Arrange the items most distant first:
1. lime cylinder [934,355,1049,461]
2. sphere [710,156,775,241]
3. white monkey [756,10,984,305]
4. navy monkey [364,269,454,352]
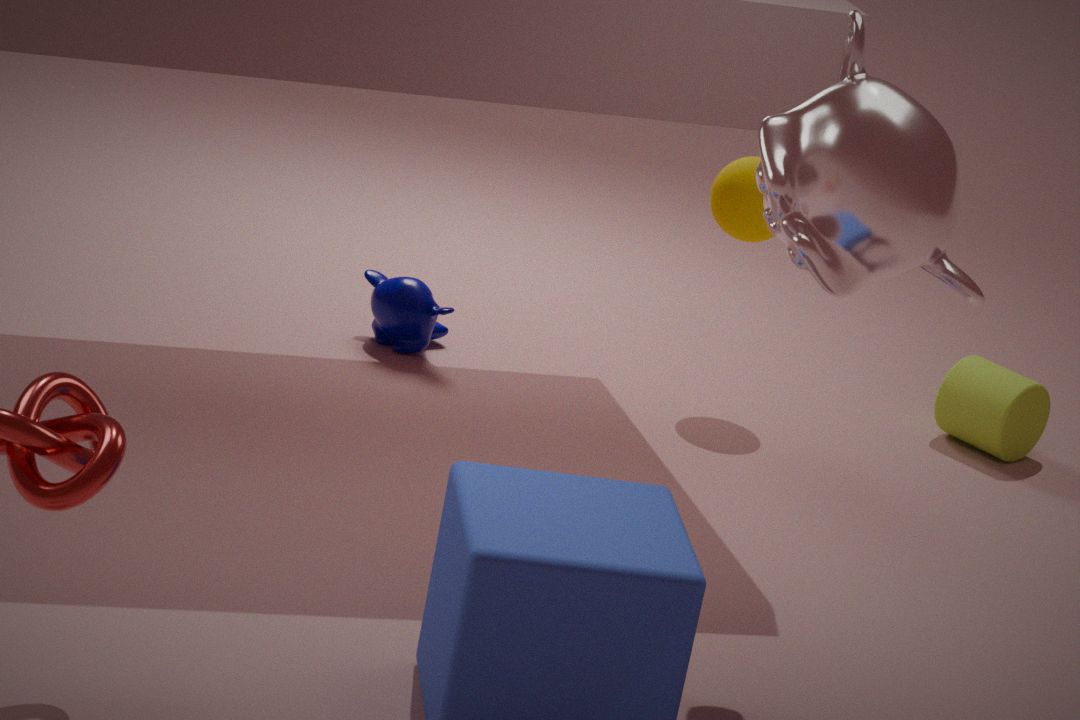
1. lime cylinder [934,355,1049,461]
2. navy monkey [364,269,454,352]
3. sphere [710,156,775,241]
4. white monkey [756,10,984,305]
